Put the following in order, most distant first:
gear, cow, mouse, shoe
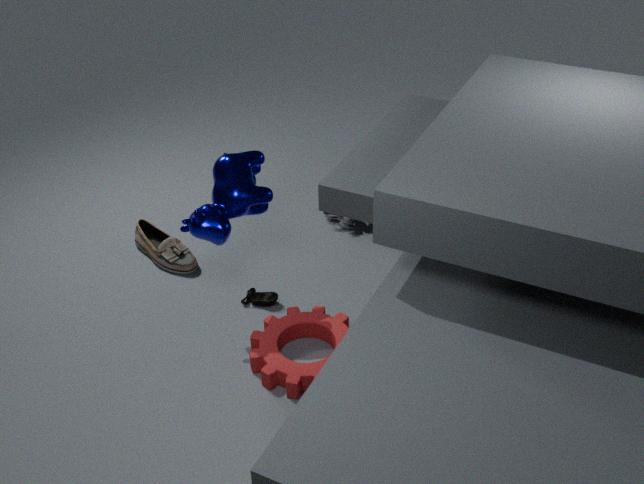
shoe
mouse
cow
gear
